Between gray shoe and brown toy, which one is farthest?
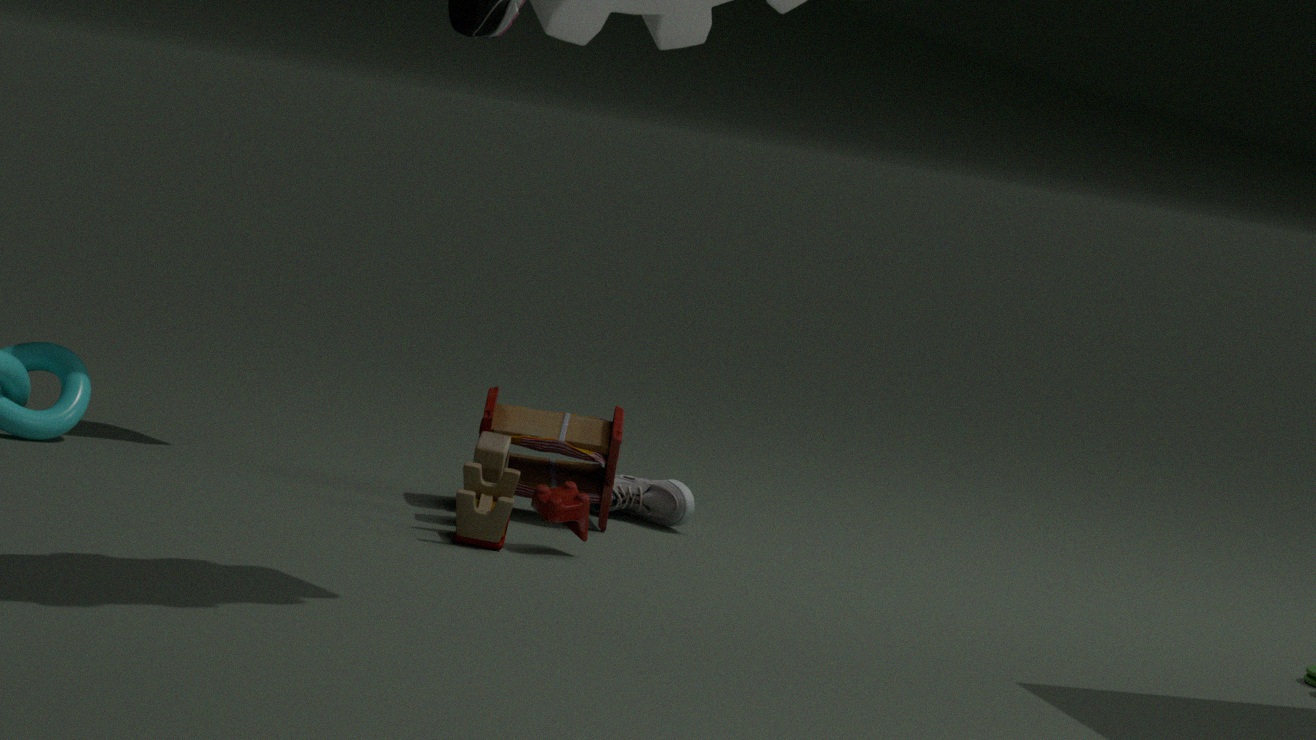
gray shoe
